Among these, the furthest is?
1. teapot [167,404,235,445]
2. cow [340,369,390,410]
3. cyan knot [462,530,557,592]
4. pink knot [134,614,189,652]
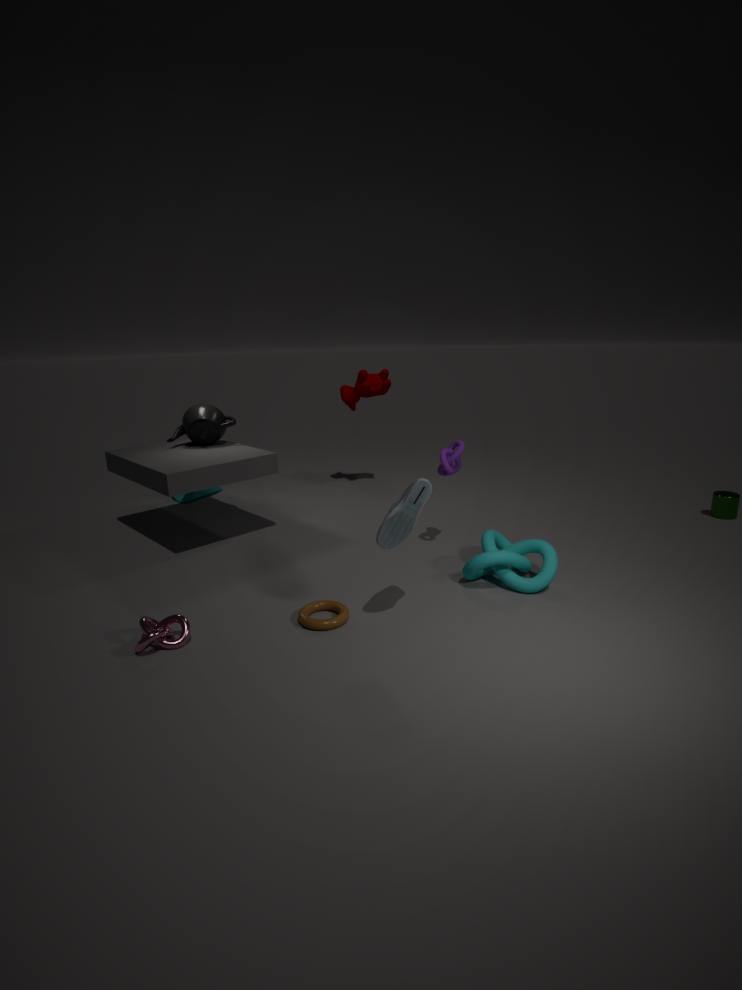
cow [340,369,390,410]
